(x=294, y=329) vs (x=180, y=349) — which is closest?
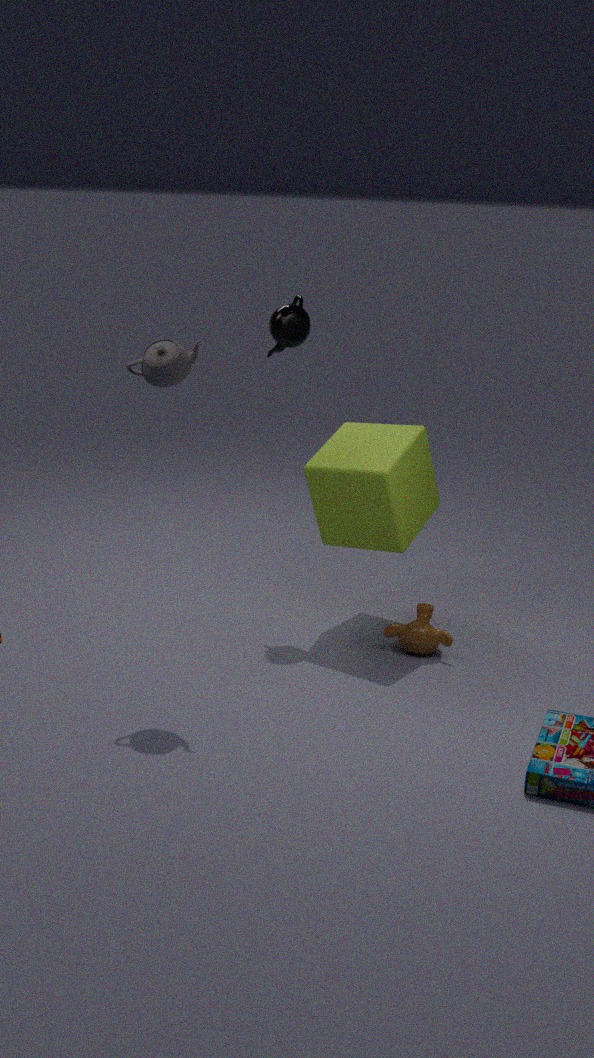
(x=180, y=349)
